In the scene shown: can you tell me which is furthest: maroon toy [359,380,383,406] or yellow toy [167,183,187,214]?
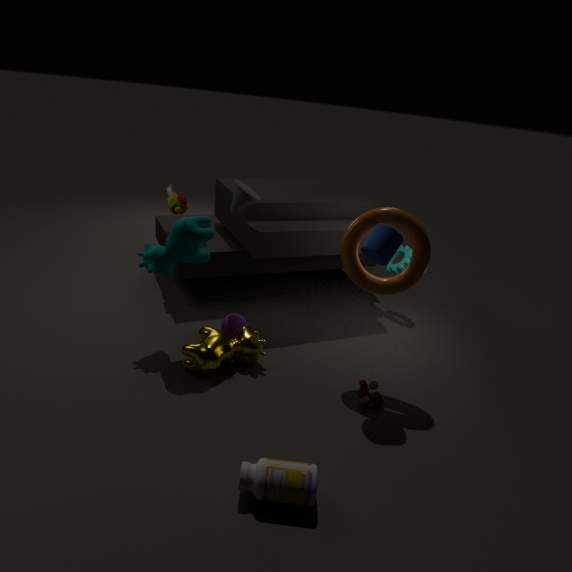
yellow toy [167,183,187,214]
